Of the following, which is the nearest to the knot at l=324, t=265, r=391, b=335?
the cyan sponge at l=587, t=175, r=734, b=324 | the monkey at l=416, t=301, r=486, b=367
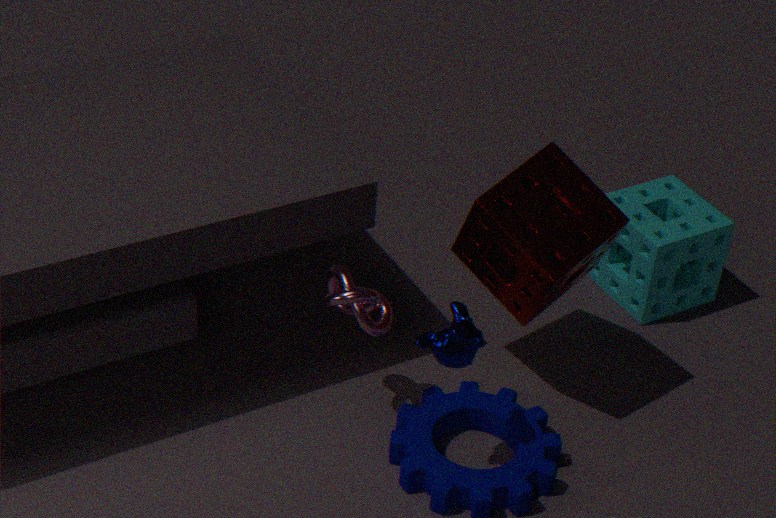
the monkey at l=416, t=301, r=486, b=367
